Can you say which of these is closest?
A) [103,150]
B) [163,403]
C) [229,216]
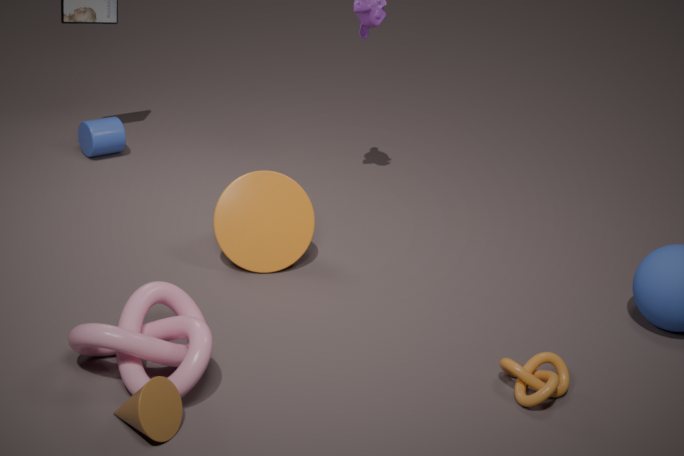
B. [163,403]
